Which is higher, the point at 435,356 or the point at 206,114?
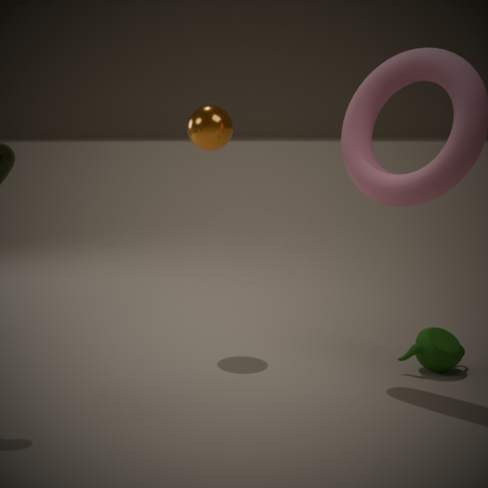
the point at 206,114
